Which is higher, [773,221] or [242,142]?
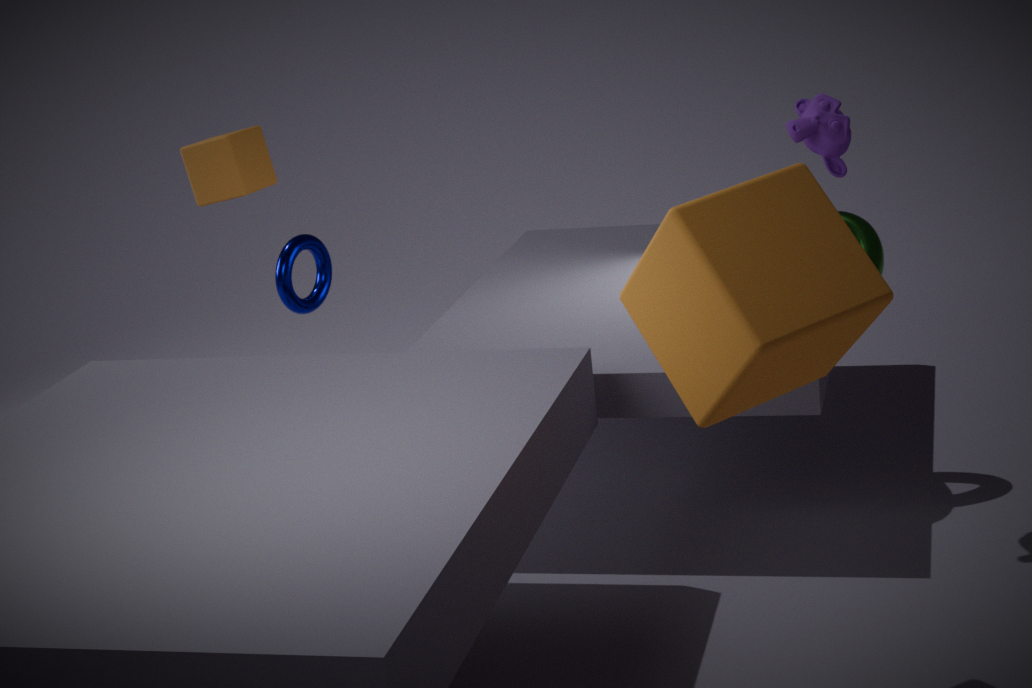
[242,142]
